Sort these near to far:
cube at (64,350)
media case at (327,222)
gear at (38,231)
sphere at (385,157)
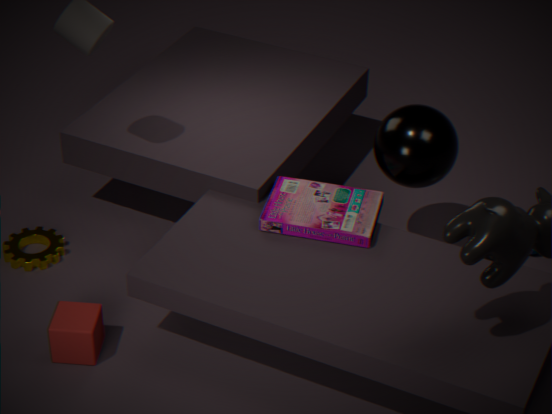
cube at (64,350)
media case at (327,222)
sphere at (385,157)
gear at (38,231)
